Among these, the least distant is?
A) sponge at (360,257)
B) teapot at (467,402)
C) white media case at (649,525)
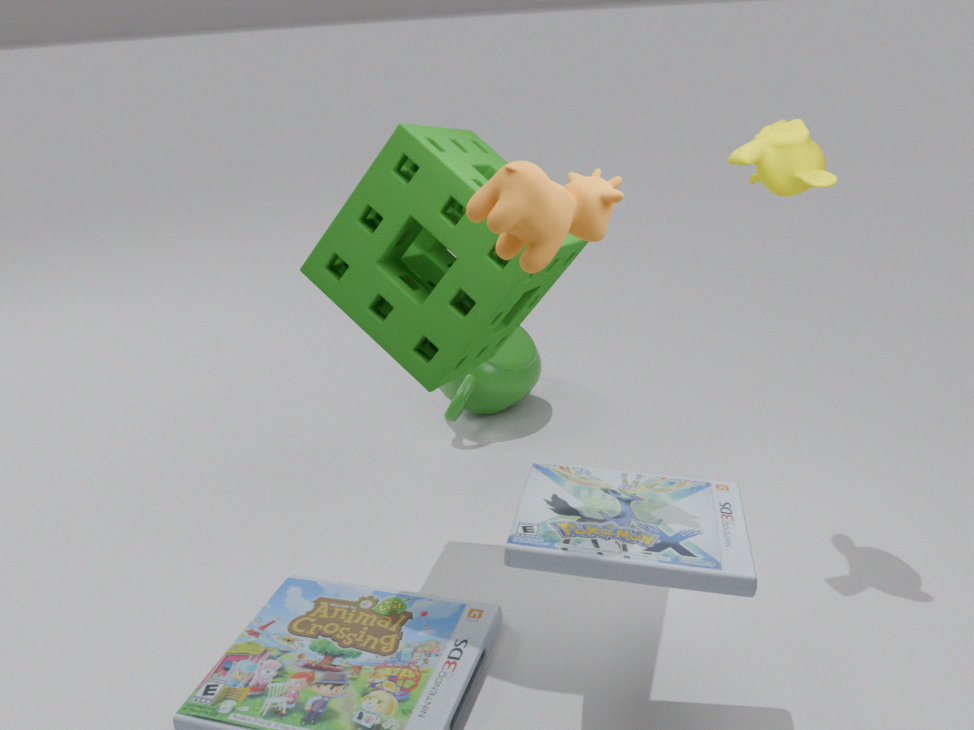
white media case at (649,525)
